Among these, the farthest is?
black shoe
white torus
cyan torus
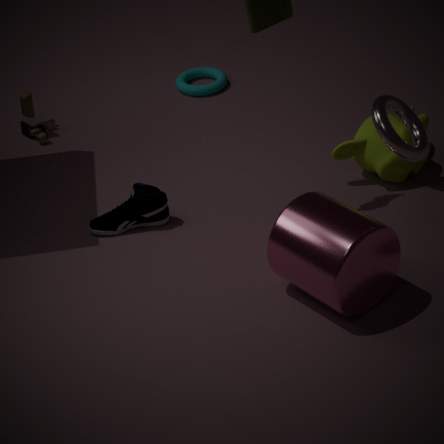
cyan torus
